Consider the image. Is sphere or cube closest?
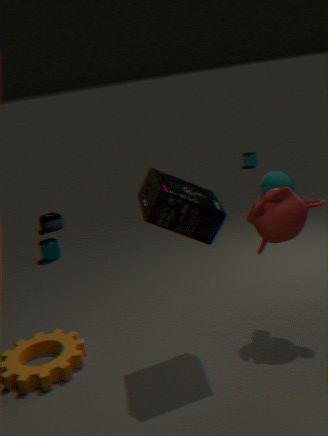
sphere
